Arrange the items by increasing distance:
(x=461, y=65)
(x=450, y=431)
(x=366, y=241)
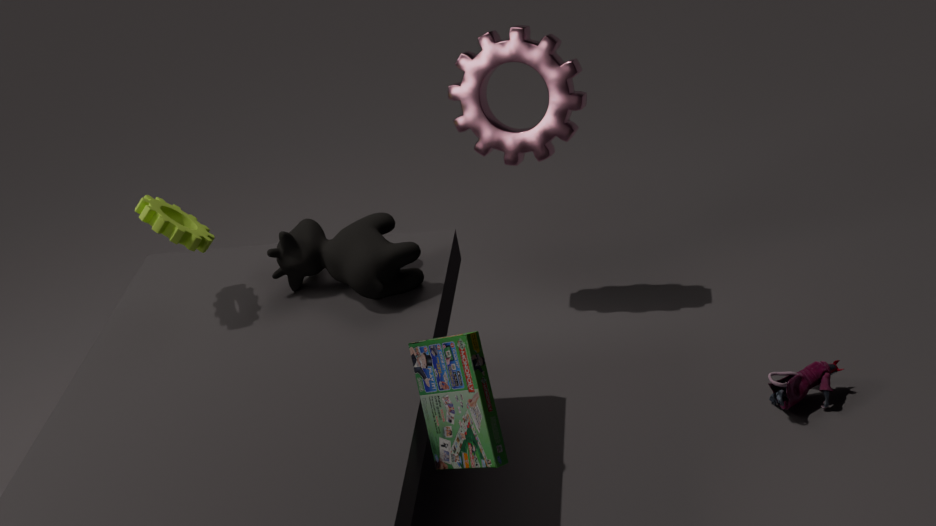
(x=450, y=431)
(x=366, y=241)
(x=461, y=65)
